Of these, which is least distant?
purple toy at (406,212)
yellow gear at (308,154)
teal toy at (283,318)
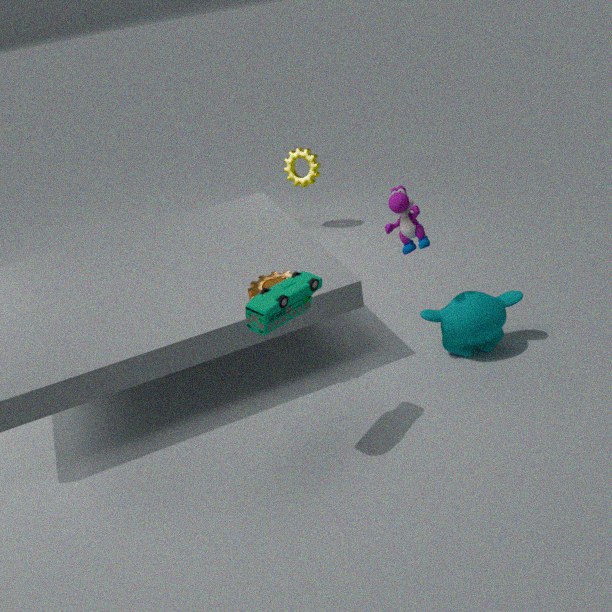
teal toy at (283,318)
